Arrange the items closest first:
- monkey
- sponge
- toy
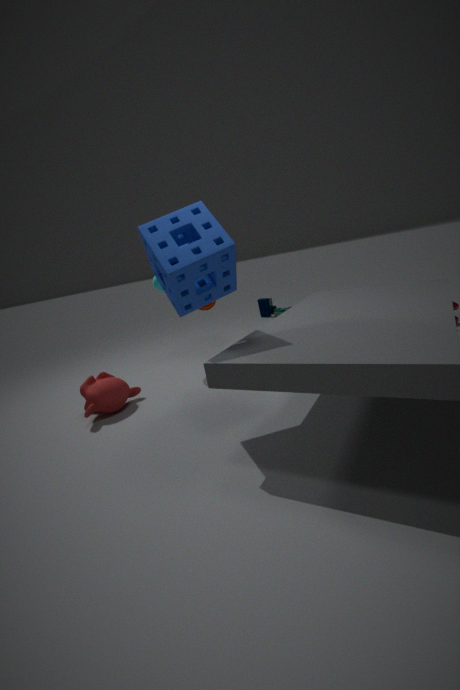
1. sponge
2. monkey
3. toy
